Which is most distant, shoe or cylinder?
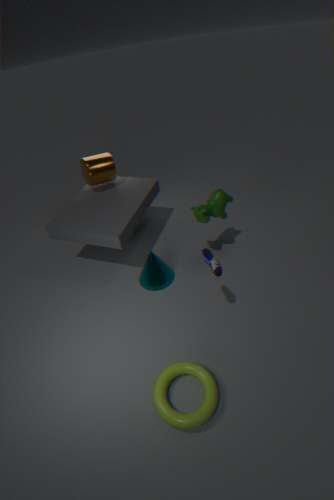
cylinder
